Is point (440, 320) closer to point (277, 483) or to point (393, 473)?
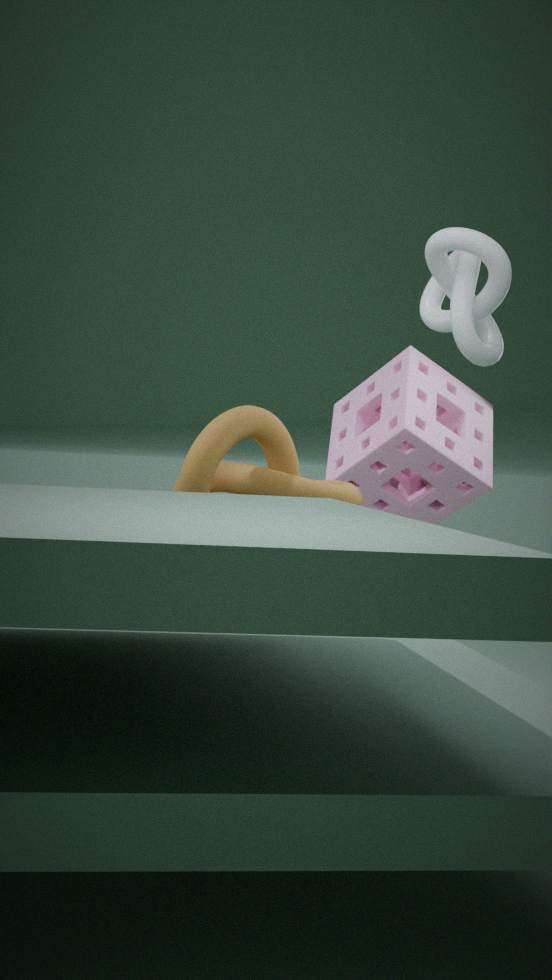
point (277, 483)
